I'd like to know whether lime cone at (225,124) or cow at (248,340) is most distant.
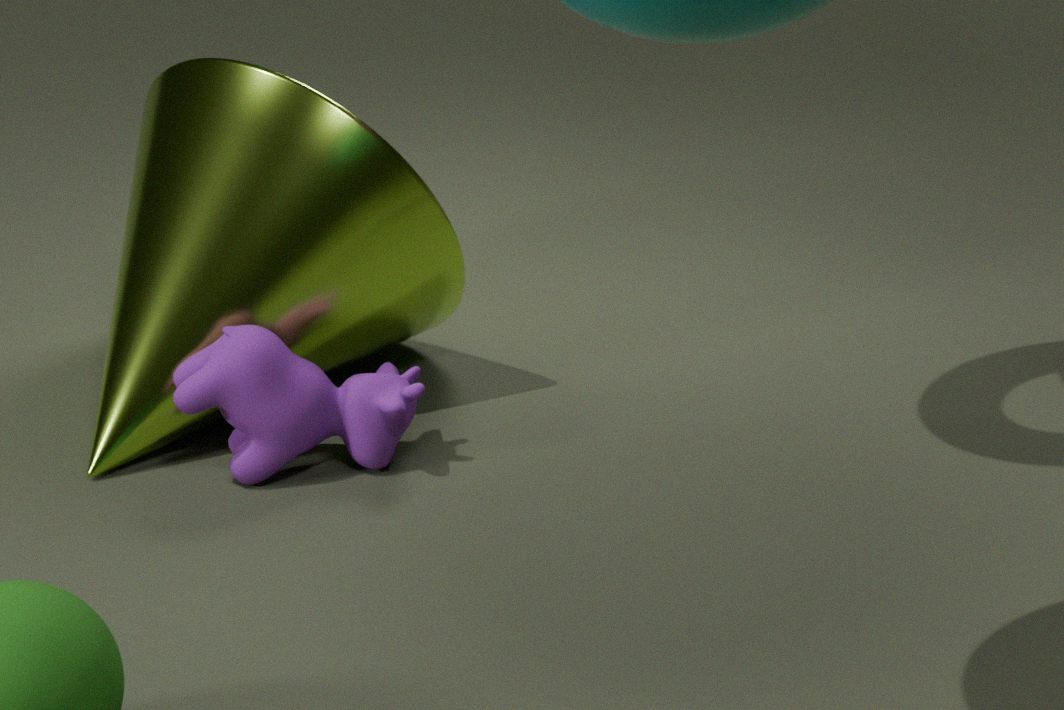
lime cone at (225,124)
